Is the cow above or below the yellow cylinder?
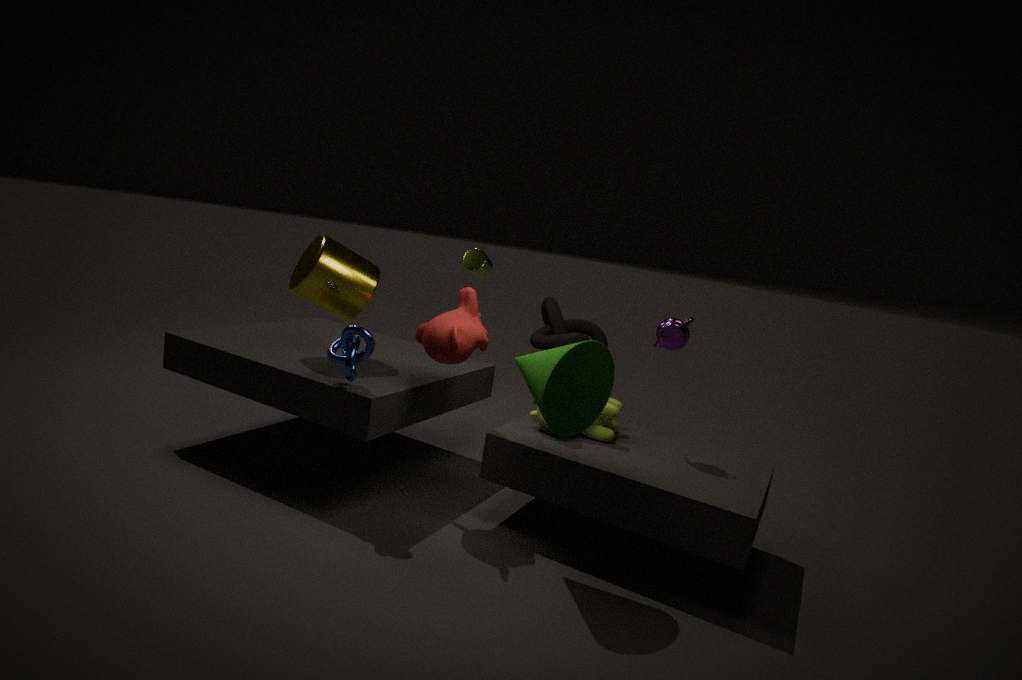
below
